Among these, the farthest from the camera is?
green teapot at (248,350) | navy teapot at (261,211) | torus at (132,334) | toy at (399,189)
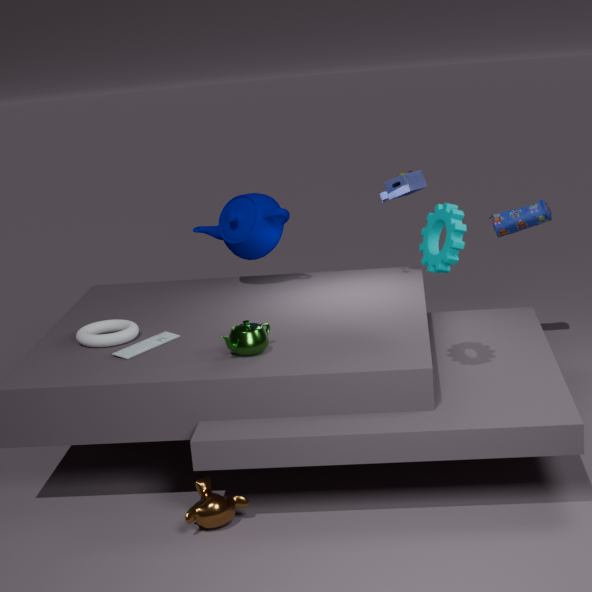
navy teapot at (261,211)
